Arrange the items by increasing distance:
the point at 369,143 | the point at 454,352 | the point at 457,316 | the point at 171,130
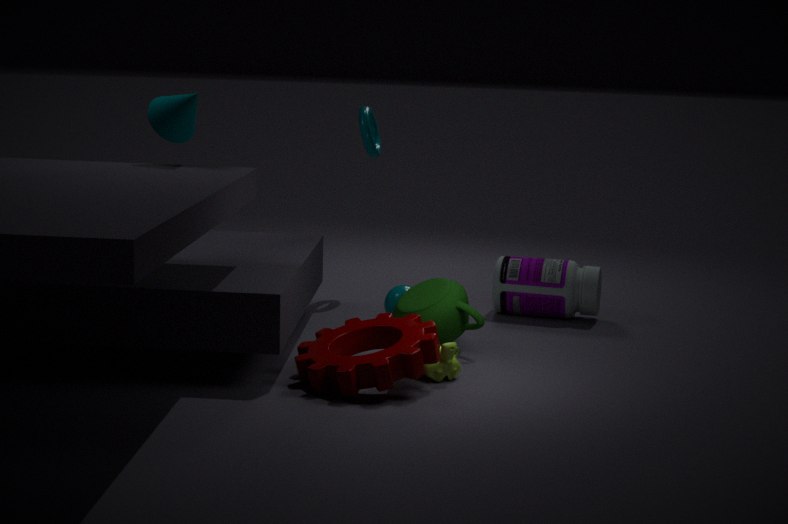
1. the point at 454,352
2. the point at 171,130
3. the point at 457,316
4. the point at 369,143
